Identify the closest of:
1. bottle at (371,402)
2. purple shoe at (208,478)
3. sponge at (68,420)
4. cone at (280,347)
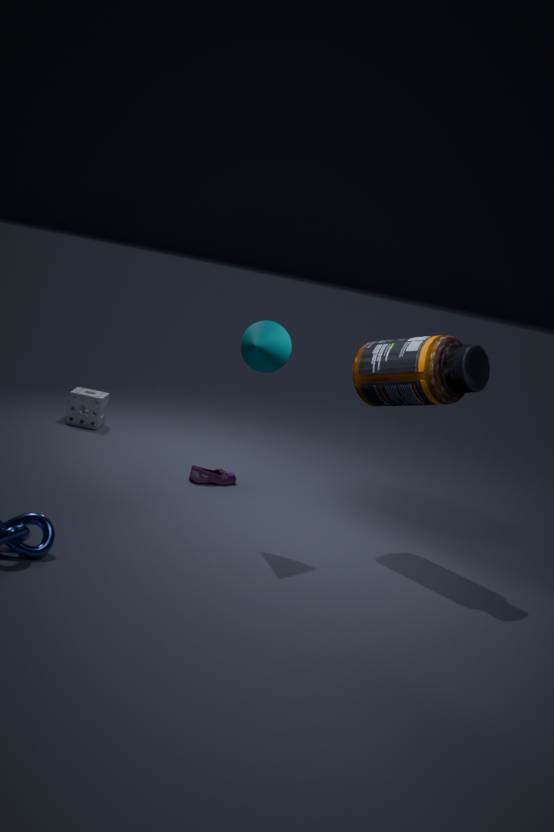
cone at (280,347)
